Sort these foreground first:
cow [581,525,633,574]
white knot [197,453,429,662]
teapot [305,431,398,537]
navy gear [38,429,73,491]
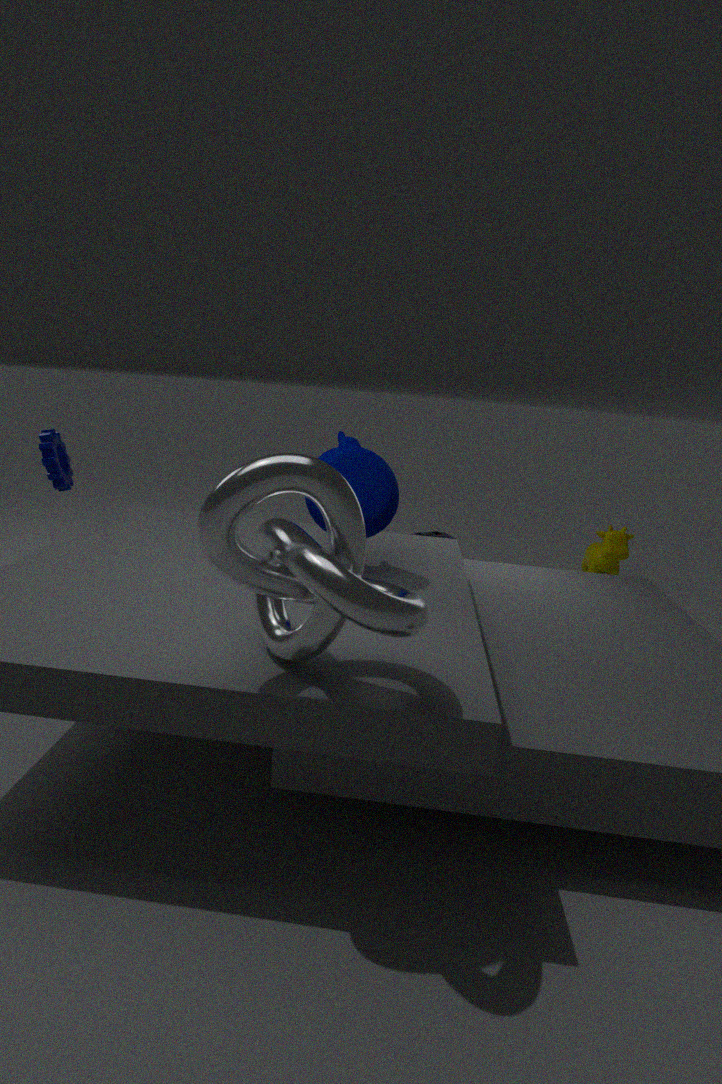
white knot [197,453,429,662]
teapot [305,431,398,537]
navy gear [38,429,73,491]
cow [581,525,633,574]
